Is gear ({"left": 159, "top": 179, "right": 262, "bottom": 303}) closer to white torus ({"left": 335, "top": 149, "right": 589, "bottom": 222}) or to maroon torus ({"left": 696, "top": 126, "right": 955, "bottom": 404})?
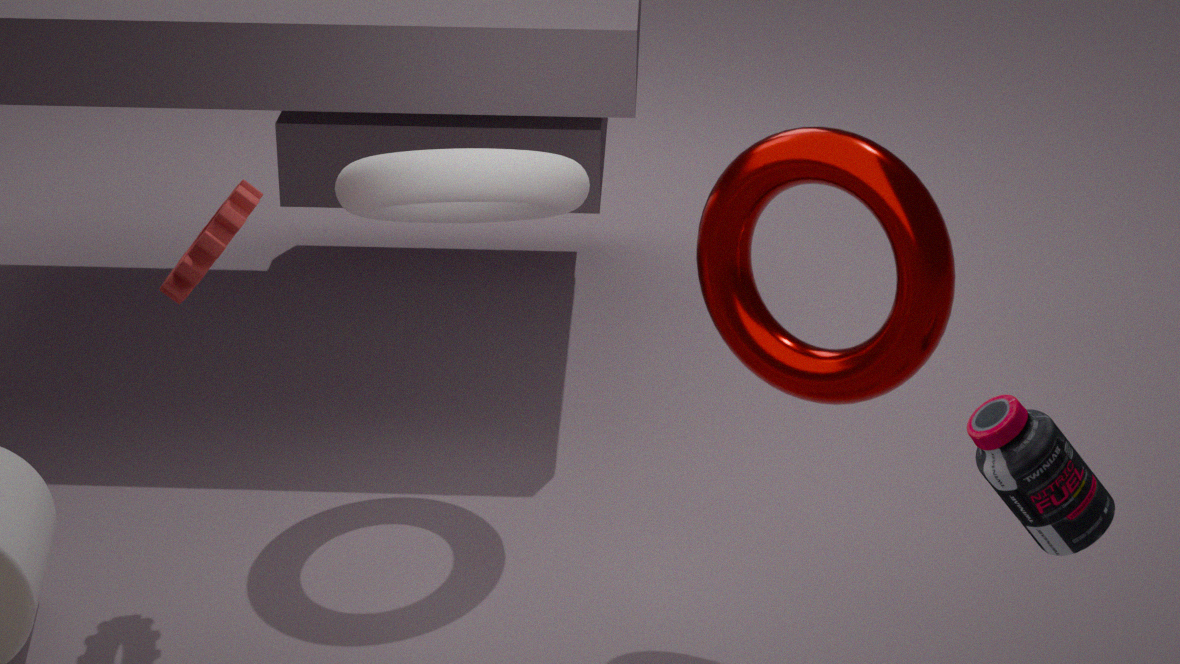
white torus ({"left": 335, "top": 149, "right": 589, "bottom": 222})
